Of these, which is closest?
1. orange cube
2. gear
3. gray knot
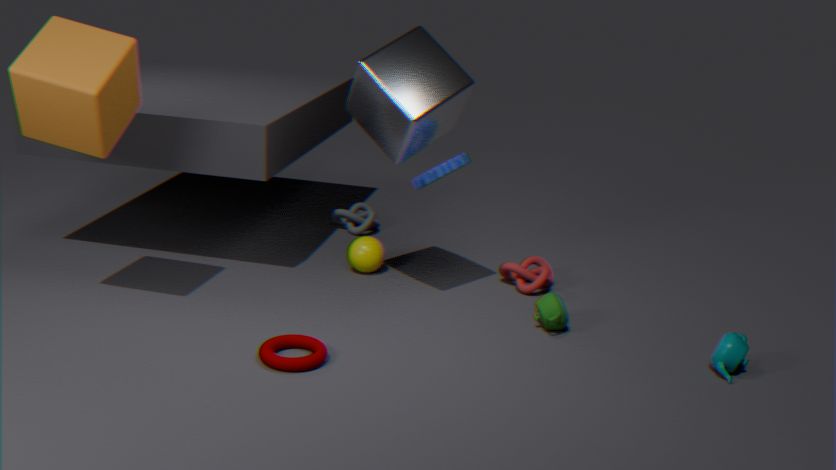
orange cube
